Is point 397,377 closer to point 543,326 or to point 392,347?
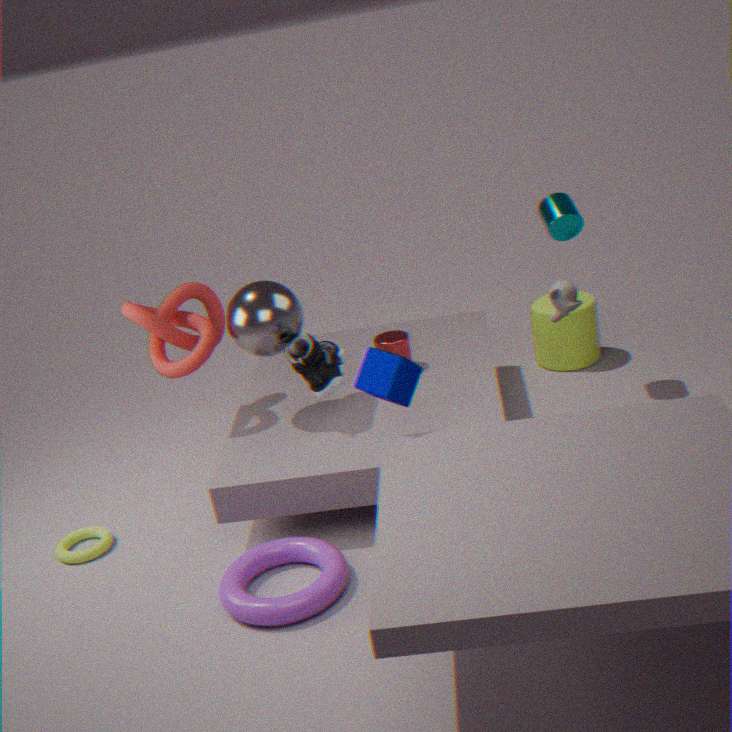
point 392,347
